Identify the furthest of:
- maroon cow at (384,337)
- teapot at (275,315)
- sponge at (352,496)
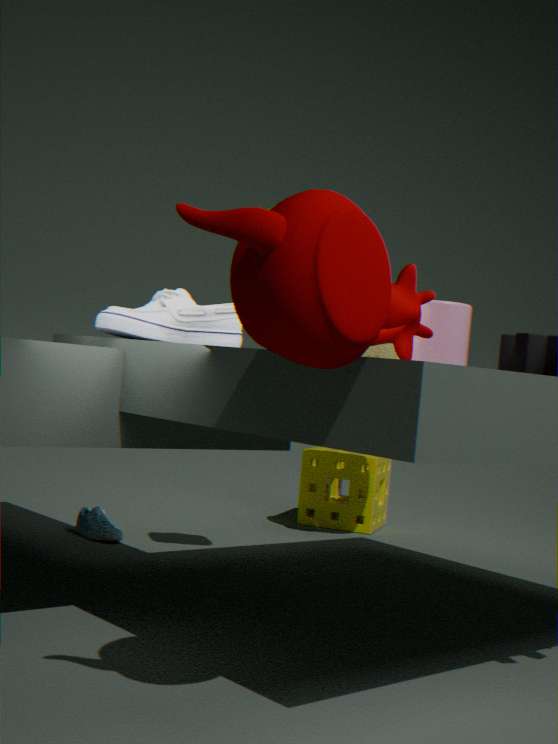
sponge at (352,496)
